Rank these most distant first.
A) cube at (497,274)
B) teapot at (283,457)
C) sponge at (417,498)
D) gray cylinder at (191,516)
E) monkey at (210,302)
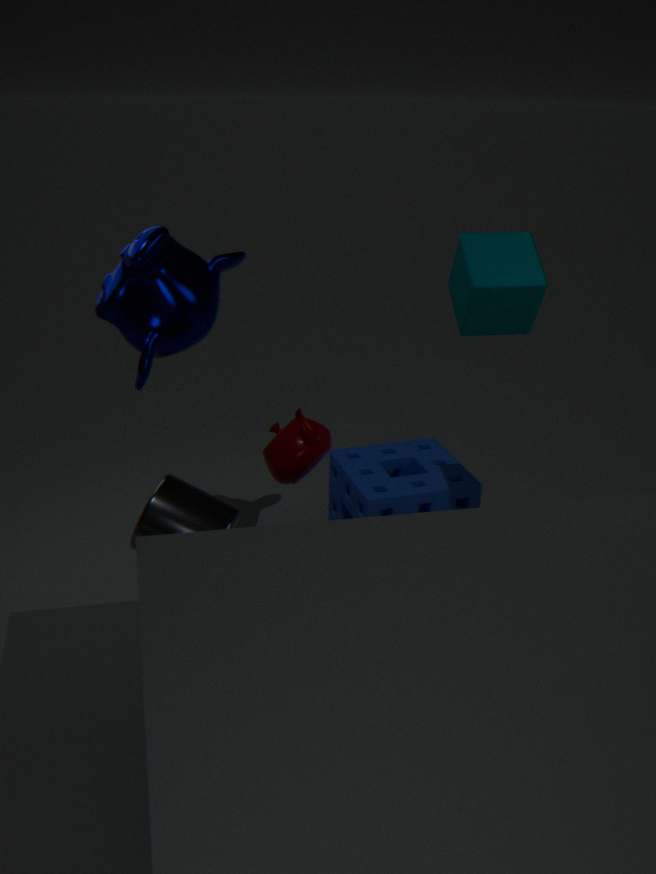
sponge at (417,498), monkey at (210,302), cube at (497,274), teapot at (283,457), gray cylinder at (191,516)
